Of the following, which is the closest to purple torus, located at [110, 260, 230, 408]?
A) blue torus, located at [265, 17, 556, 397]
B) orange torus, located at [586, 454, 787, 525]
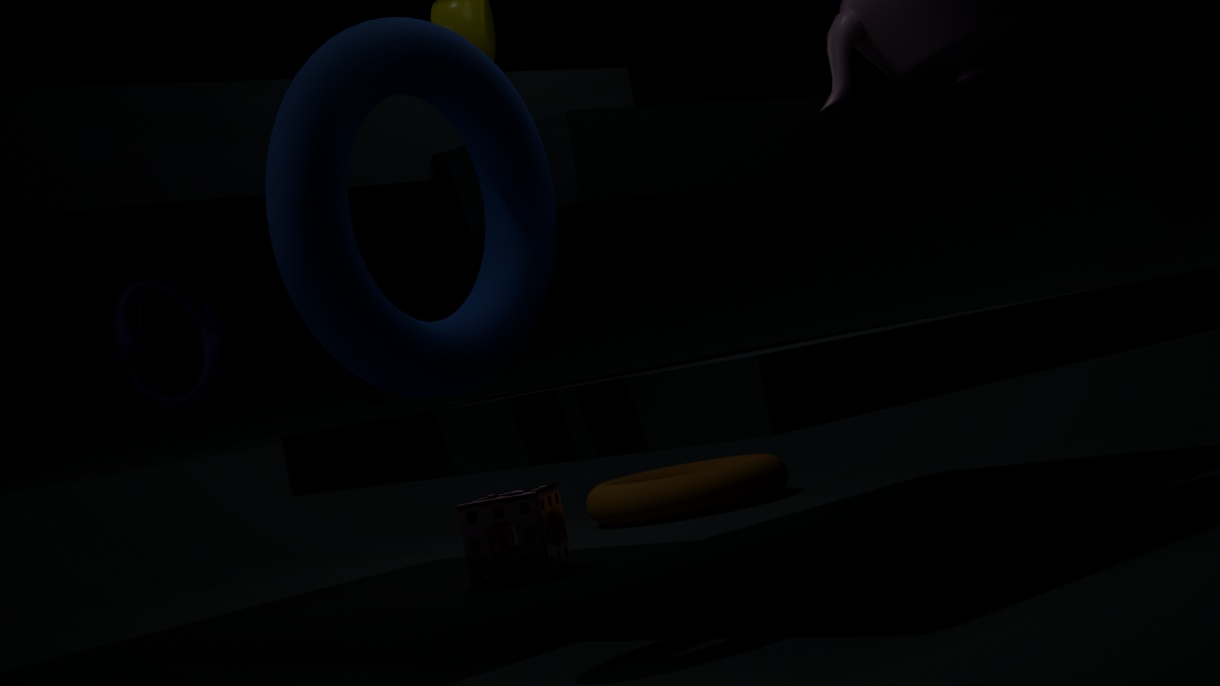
blue torus, located at [265, 17, 556, 397]
